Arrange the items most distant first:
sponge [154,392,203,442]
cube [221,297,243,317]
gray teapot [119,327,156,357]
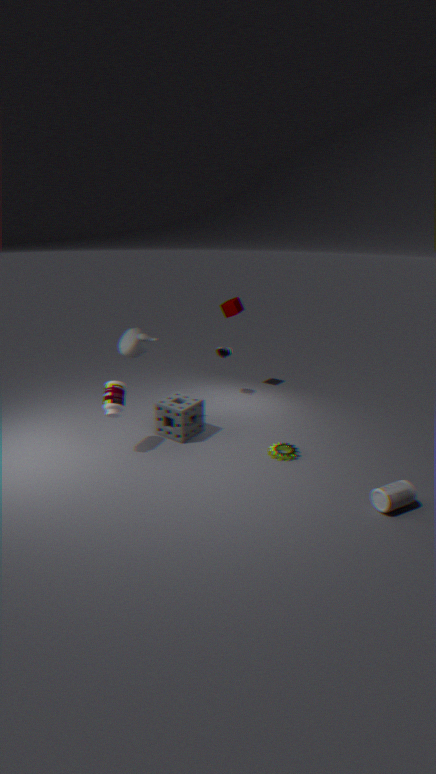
cube [221,297,243,317] → gray teapot [119,327,156,357] → sponge [154,392,203,442]
